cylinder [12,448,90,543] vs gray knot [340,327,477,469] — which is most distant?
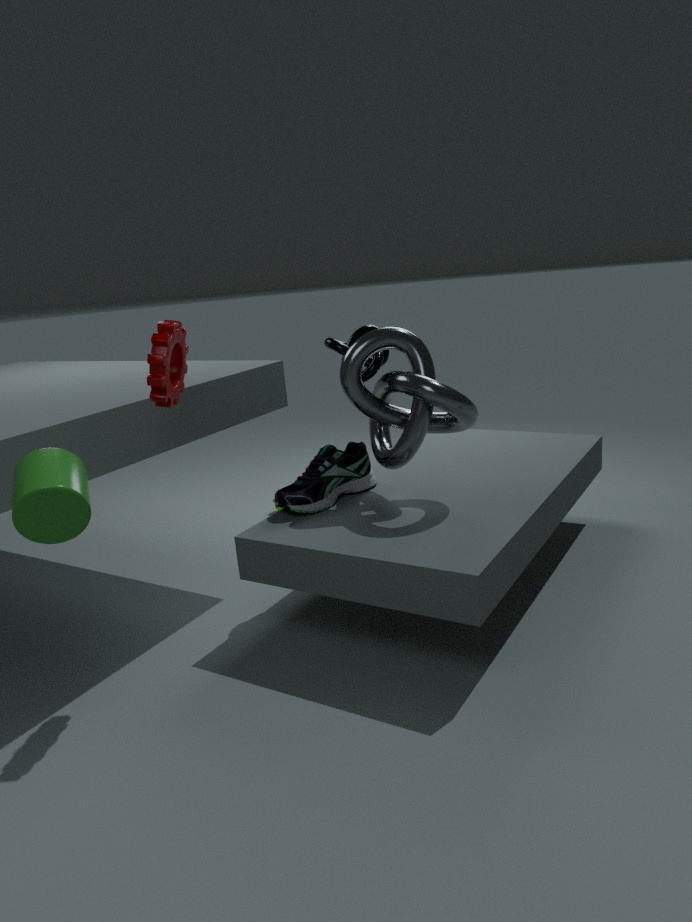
gray knot [340,327,477,469]
